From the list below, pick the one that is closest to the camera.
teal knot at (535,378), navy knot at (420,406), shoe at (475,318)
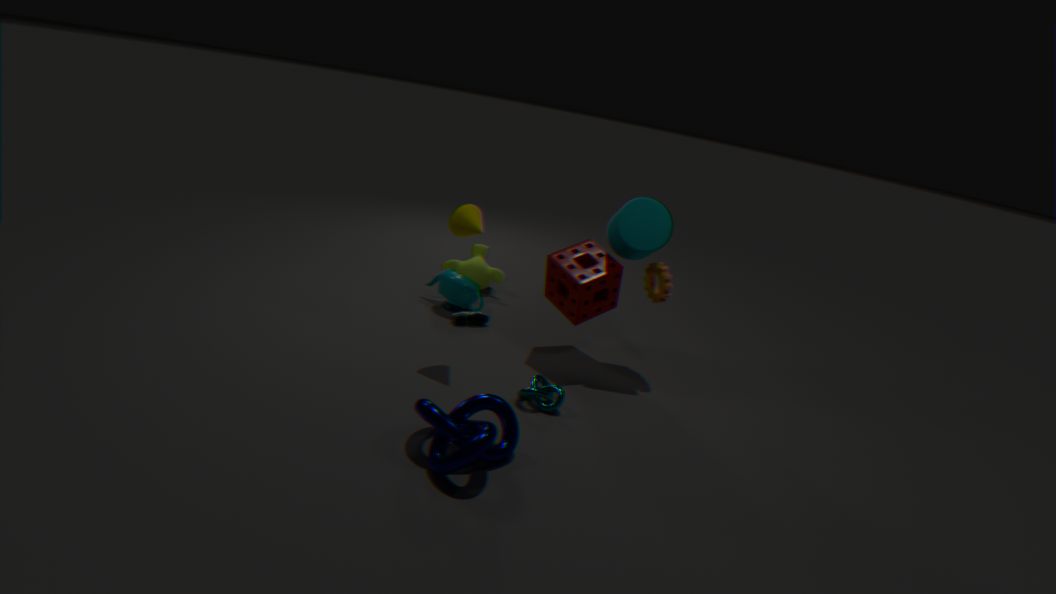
navy knot at (420,406)
